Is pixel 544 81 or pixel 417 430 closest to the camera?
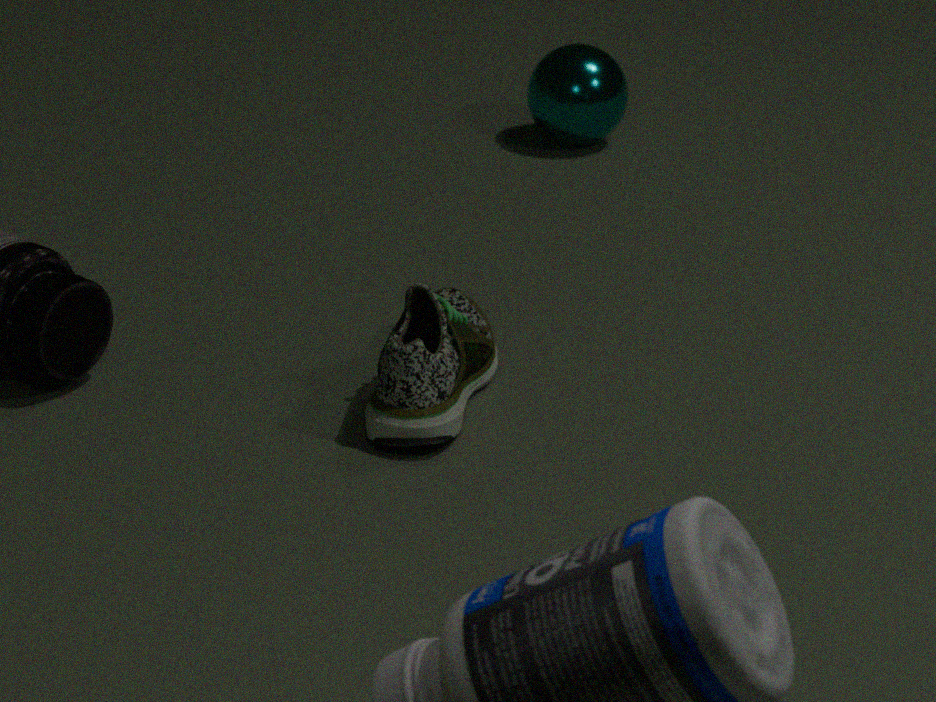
pixel 417 430
